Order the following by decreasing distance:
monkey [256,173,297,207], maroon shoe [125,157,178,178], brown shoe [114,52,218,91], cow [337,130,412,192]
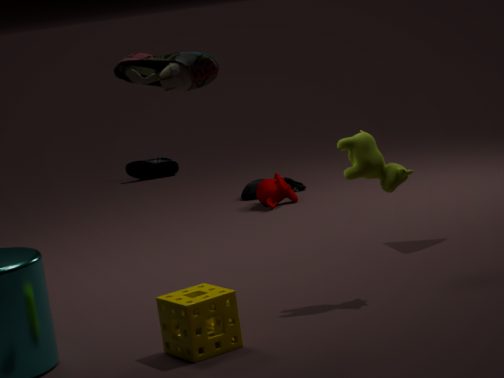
maroon shoe [125,157,178,178]
monkey [256,173,297,207]
cow [337,130,412,192]
brown shoe [114,52,218,91]
